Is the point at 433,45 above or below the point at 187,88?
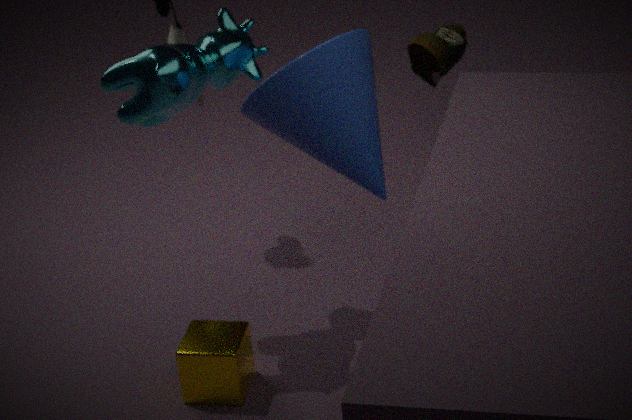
below
